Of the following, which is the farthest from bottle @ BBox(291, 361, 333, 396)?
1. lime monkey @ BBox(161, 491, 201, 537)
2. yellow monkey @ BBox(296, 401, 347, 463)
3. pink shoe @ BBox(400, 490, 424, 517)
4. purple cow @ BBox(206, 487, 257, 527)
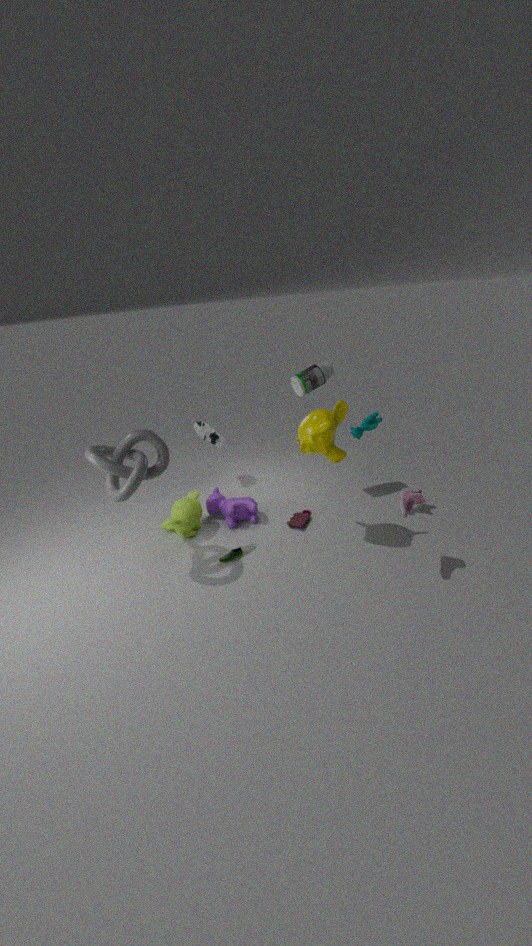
lime monkey @ BBox(161, 491, 201, 537)
